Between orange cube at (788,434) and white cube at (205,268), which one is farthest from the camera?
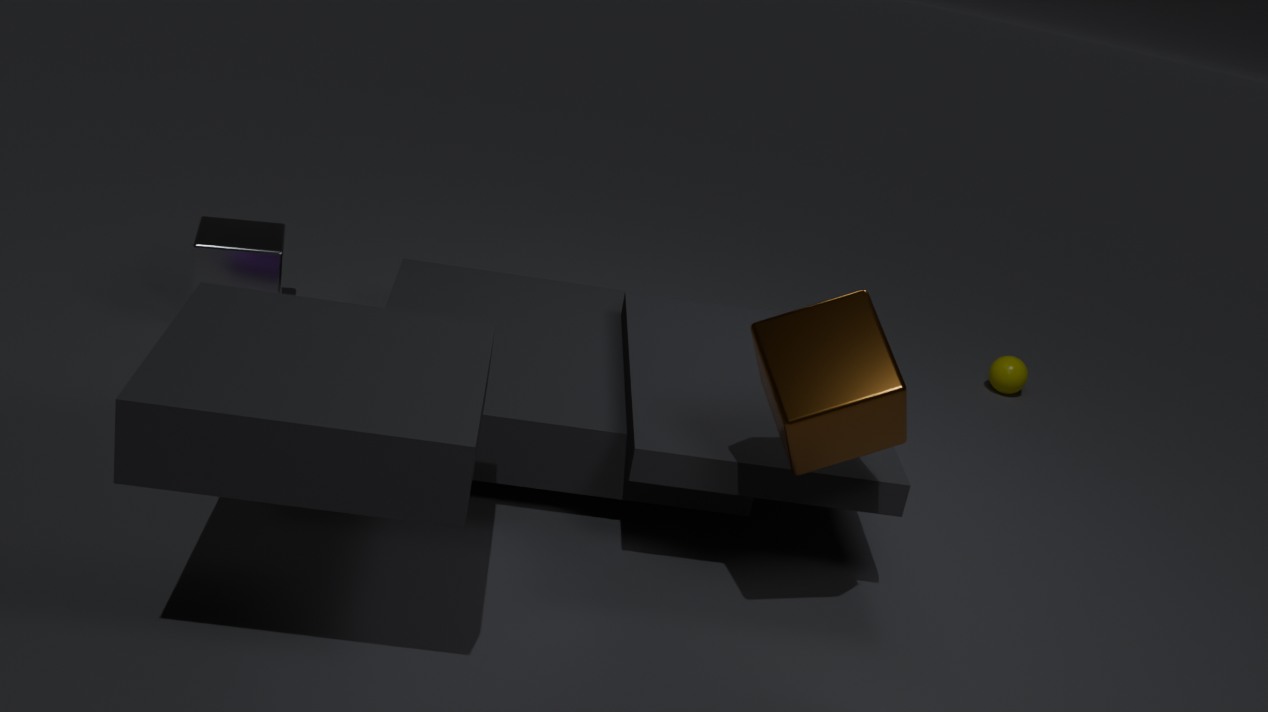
white cube at (205,268)
